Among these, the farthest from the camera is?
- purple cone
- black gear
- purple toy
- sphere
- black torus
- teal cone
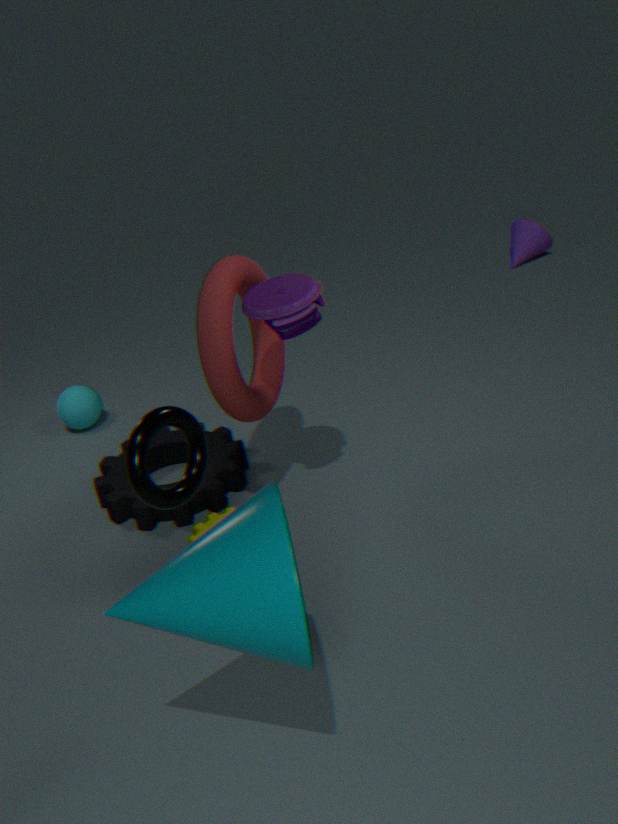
purple cone
